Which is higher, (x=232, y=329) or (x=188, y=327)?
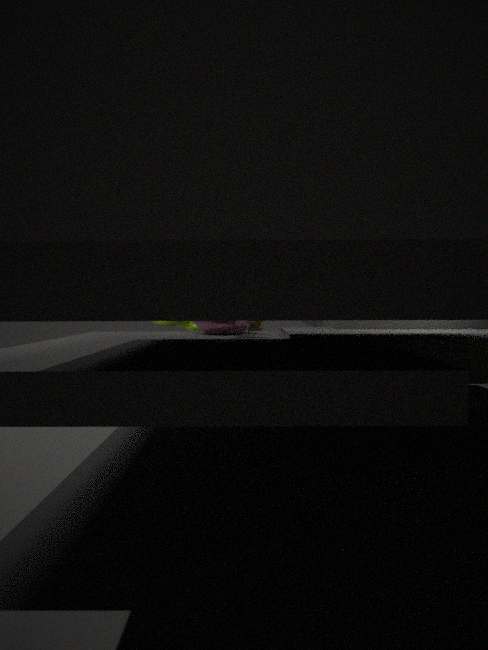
(x=188, y=327)
